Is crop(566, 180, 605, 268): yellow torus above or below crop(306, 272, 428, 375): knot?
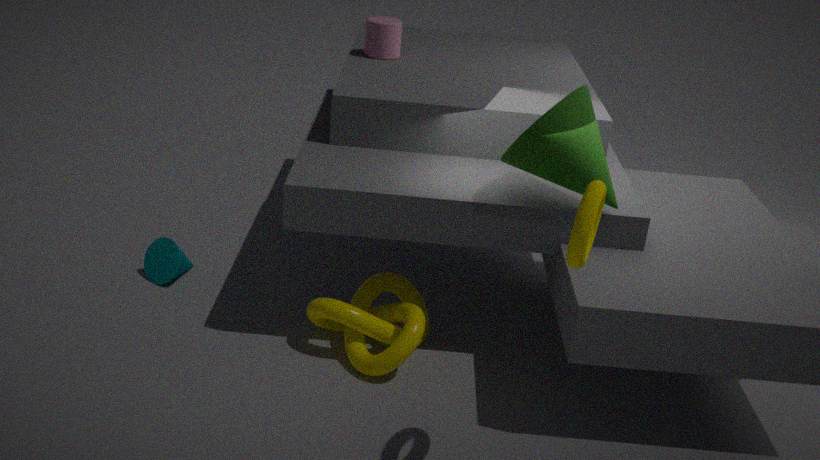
above
